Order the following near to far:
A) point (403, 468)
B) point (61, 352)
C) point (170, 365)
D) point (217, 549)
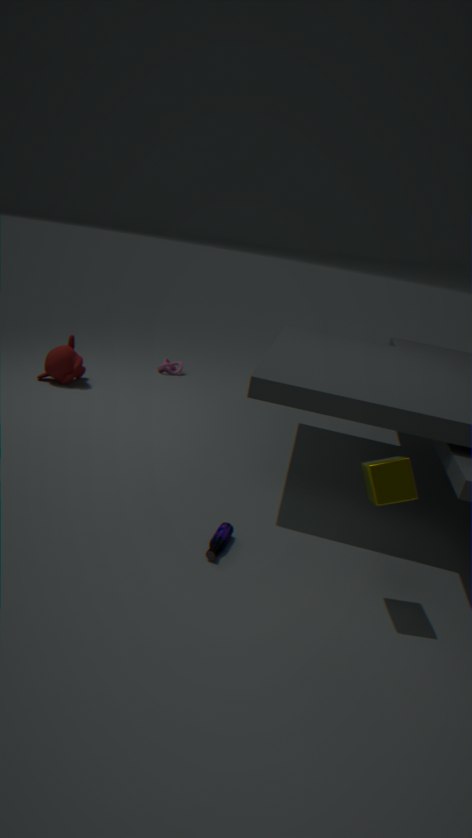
point (403, 468)
point (217, 549)
point (61, 352)
point (170, 365)
